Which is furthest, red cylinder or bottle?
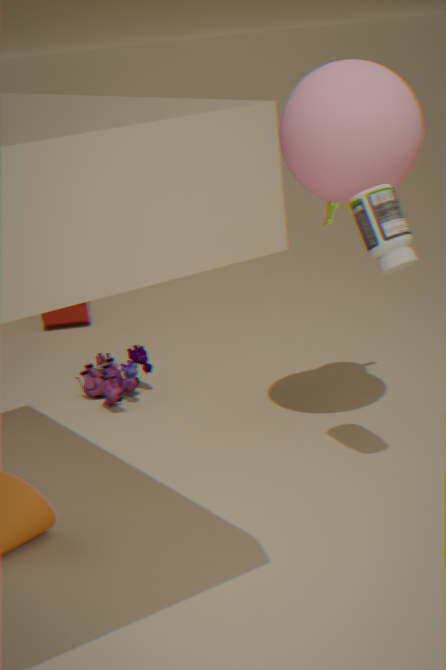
red cylinder
